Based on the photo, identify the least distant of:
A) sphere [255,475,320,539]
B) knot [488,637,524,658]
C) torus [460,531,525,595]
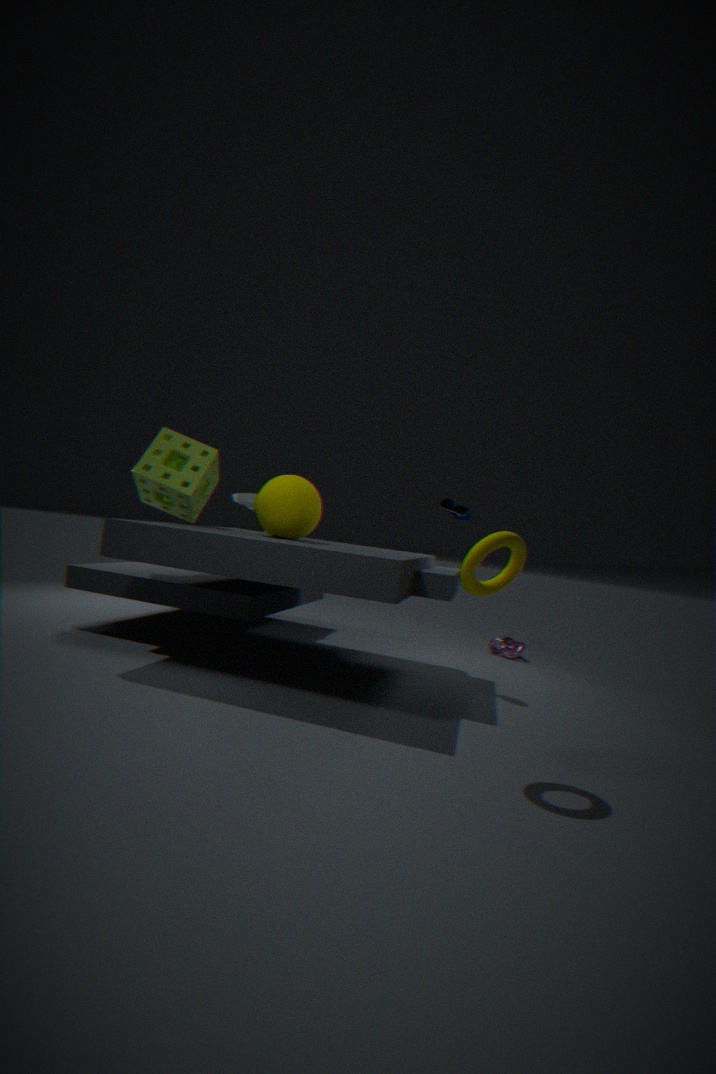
torus [460,531,525,595]
